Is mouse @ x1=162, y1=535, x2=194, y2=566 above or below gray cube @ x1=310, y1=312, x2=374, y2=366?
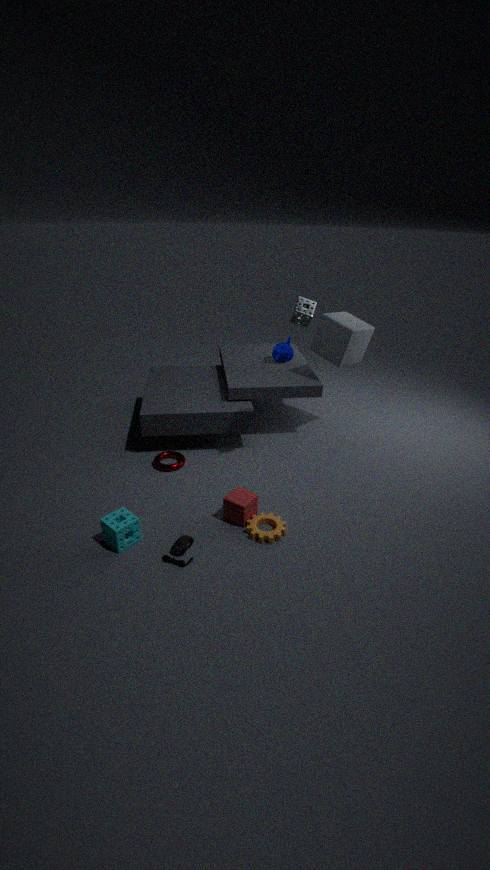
below
